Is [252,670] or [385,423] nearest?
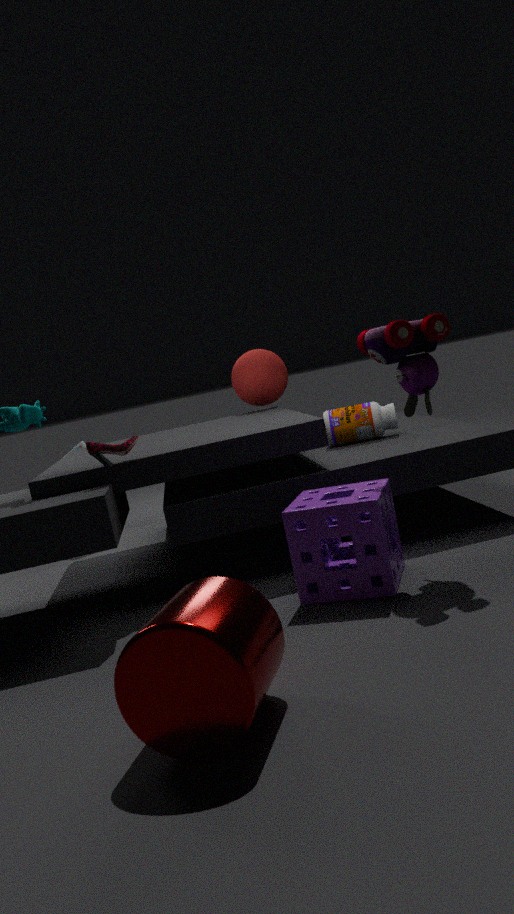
[252,670]
